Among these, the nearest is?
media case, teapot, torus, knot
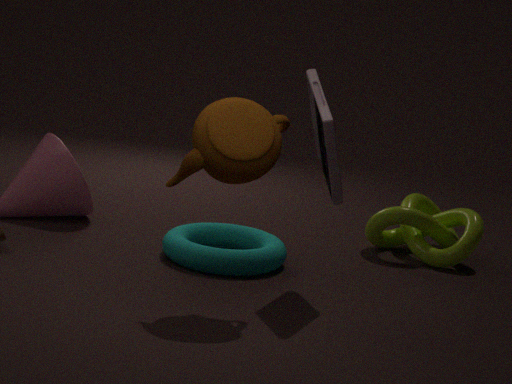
teapot
